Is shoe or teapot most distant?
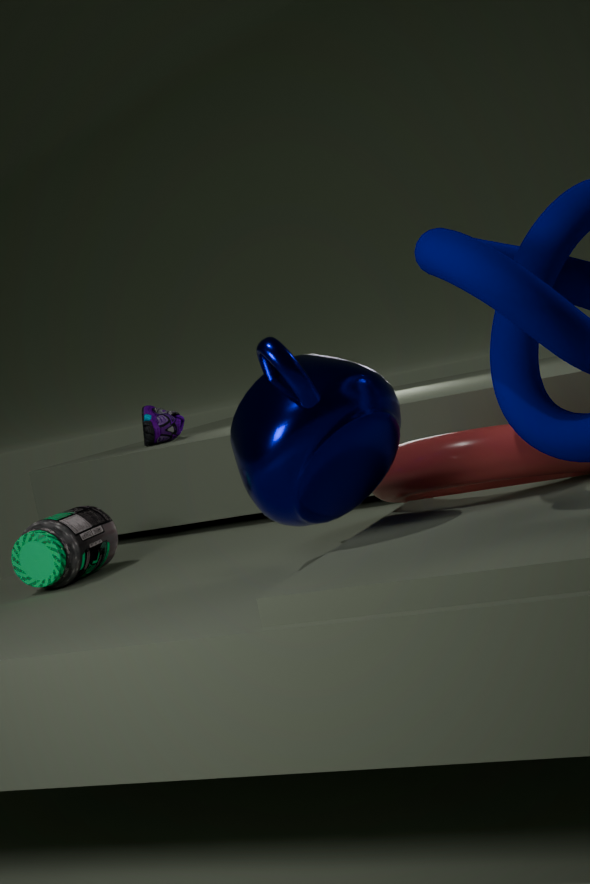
shoe
